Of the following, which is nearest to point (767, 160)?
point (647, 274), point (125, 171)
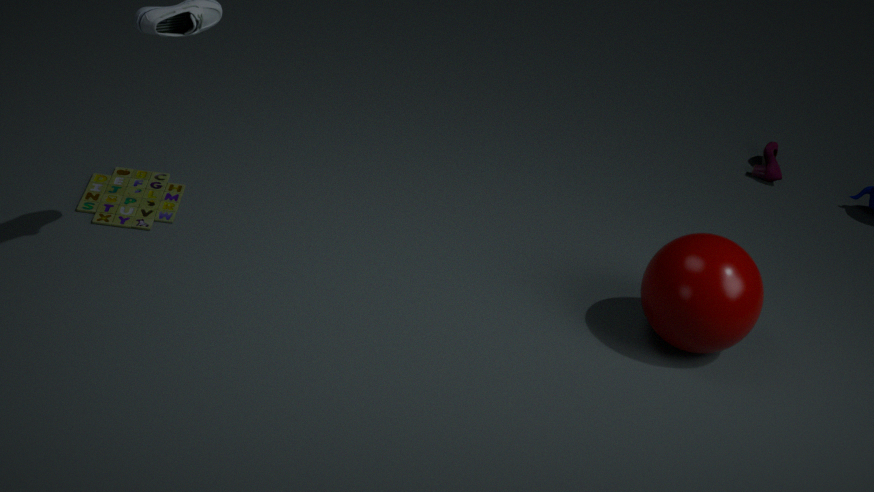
point (647, 274)
